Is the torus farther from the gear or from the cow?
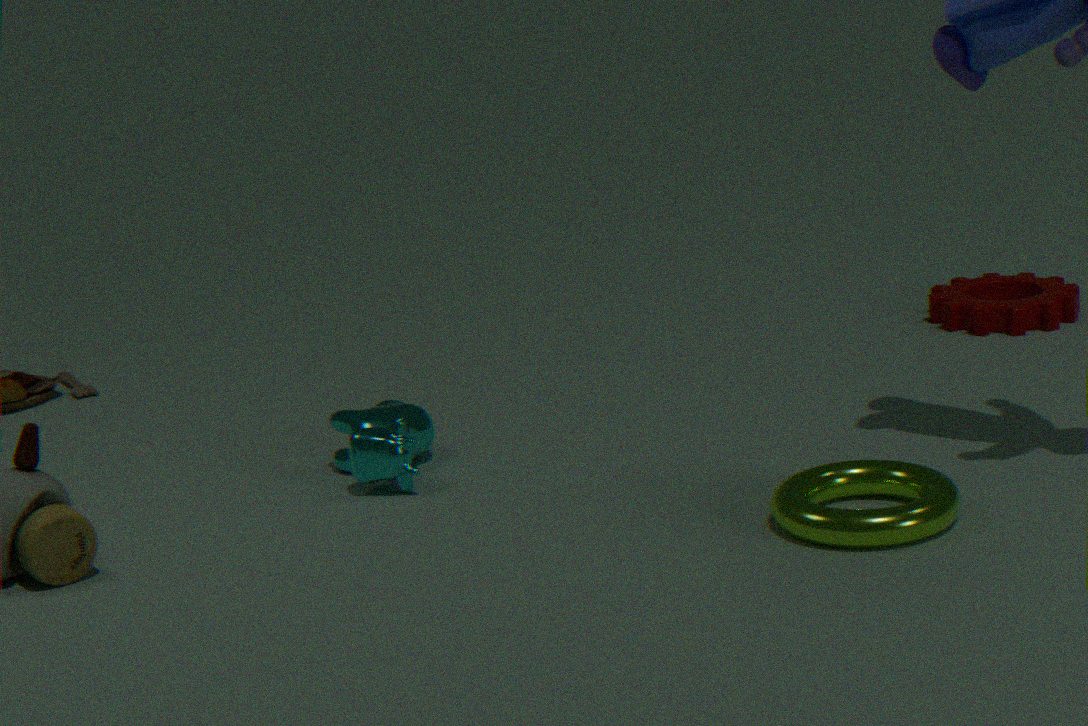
the gear
